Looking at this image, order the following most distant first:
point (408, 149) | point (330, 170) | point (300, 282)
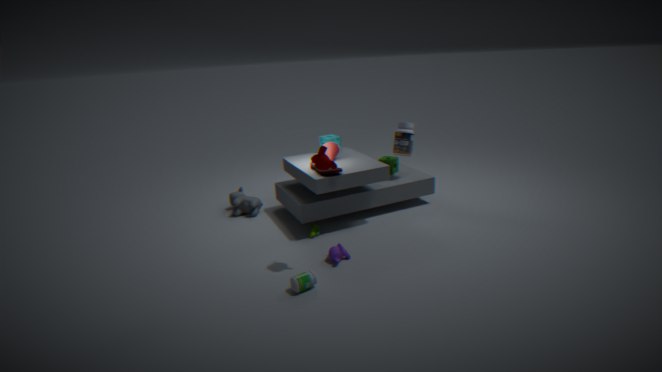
point (408, 149) → point (330, 170) → point (300, 282)
